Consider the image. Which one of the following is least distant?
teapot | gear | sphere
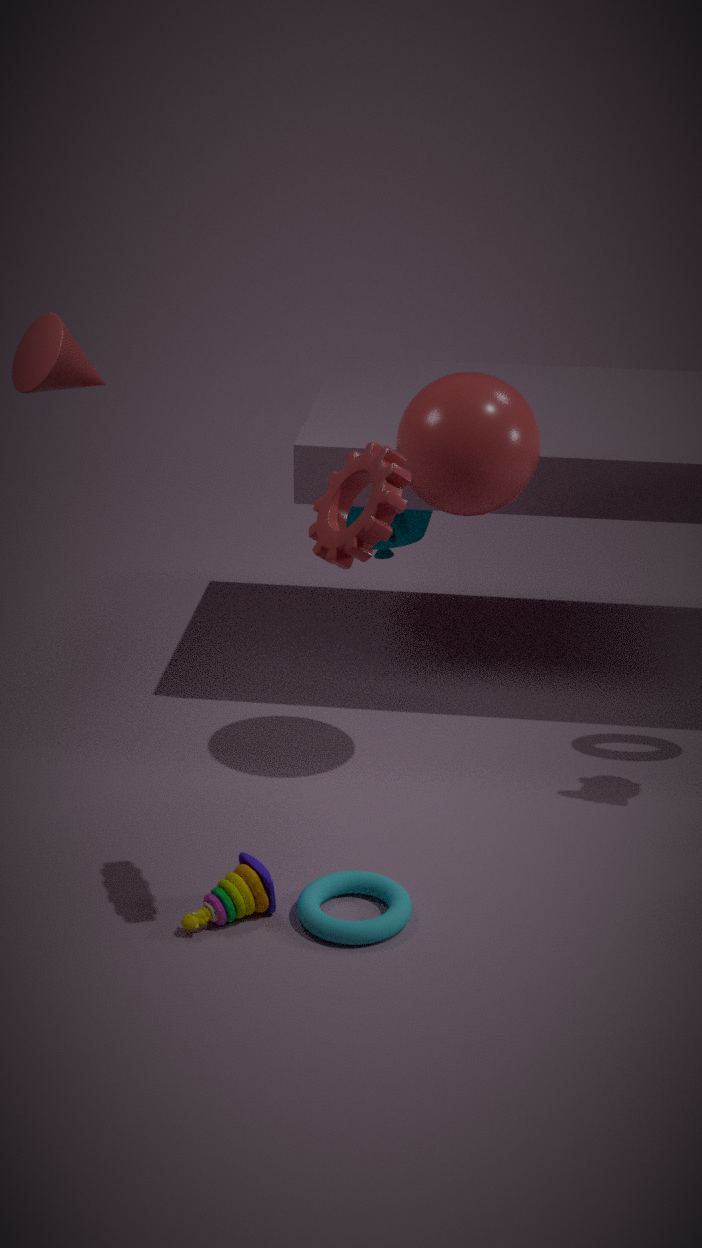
gear
